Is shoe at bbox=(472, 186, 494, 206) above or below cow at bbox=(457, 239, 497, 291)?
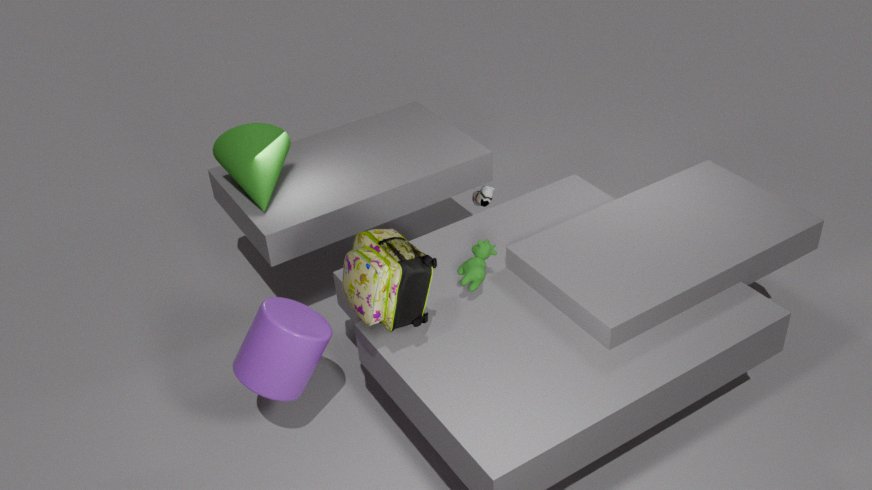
below
